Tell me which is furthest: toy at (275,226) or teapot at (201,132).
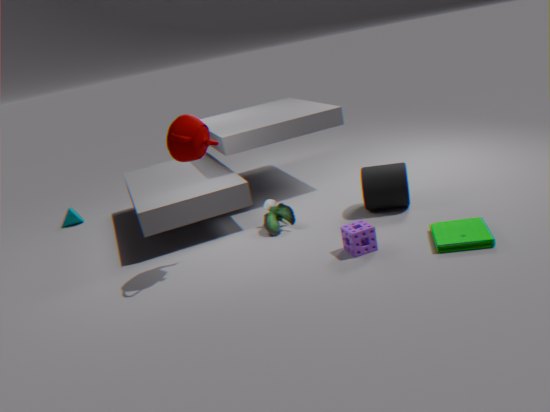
toy at (275,226)
